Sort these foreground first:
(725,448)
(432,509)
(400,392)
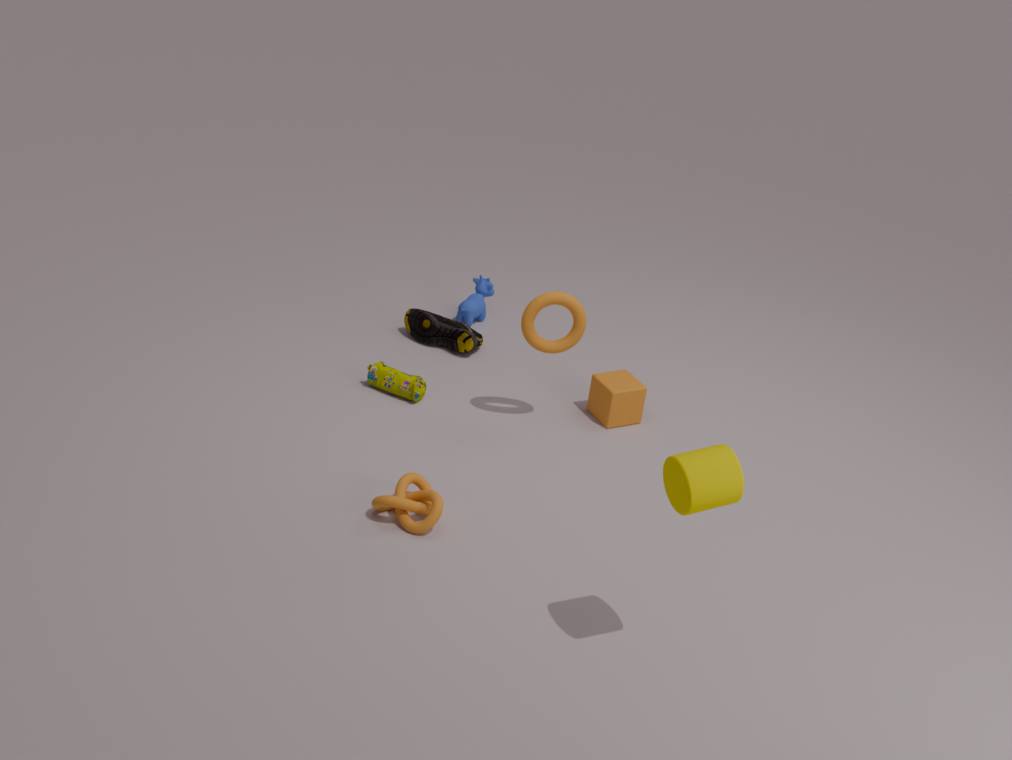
(725,448)
(432,509)
(400,392)
